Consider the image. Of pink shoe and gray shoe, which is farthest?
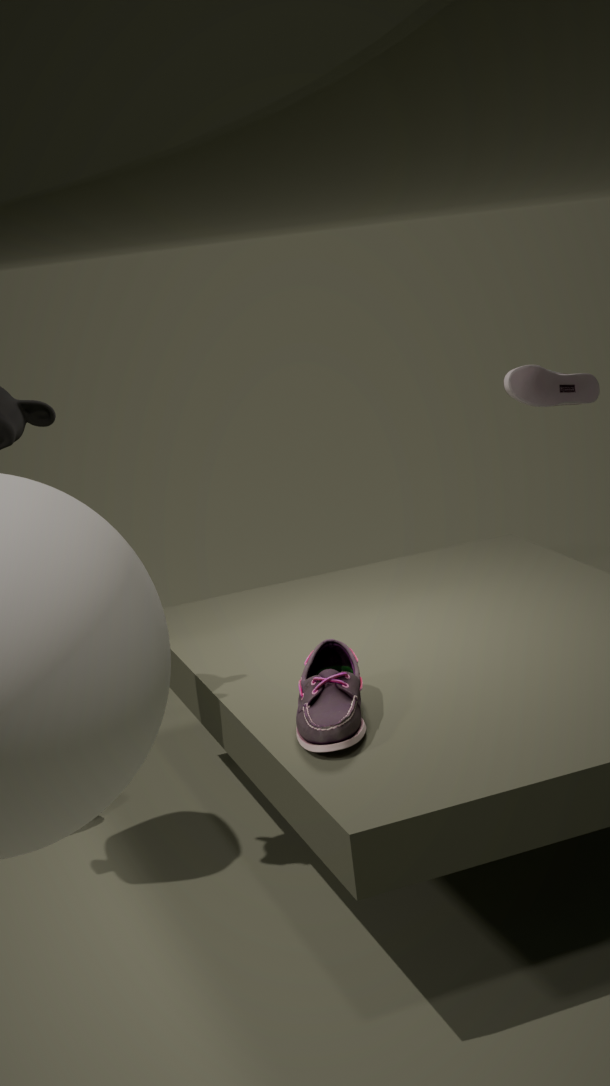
gray shoe
